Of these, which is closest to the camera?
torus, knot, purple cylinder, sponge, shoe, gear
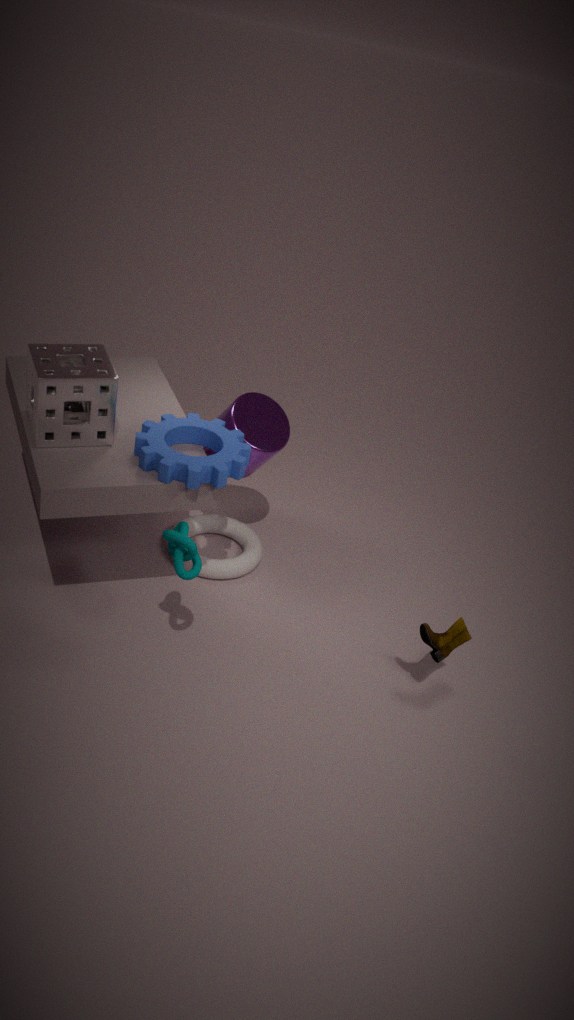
knot
